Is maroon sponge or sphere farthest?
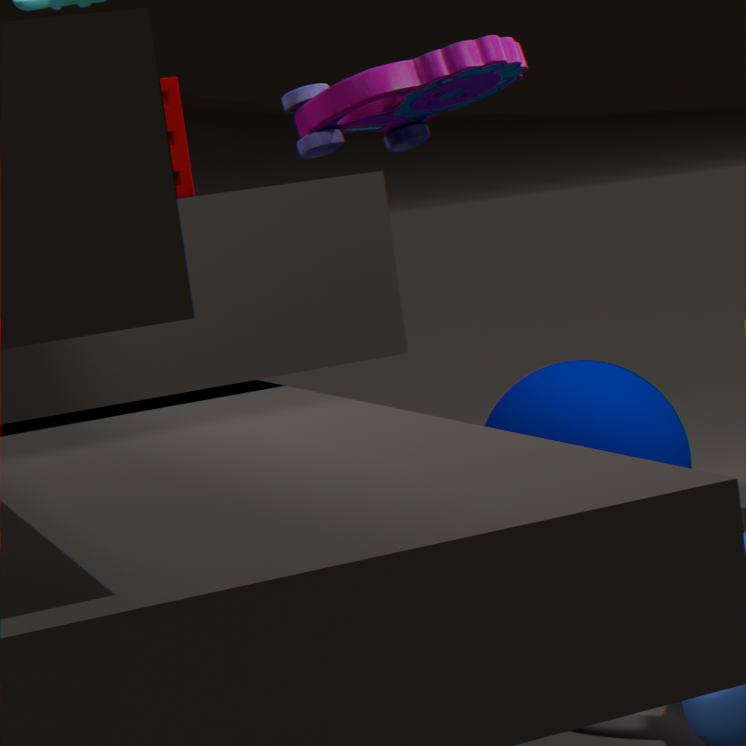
sphere
